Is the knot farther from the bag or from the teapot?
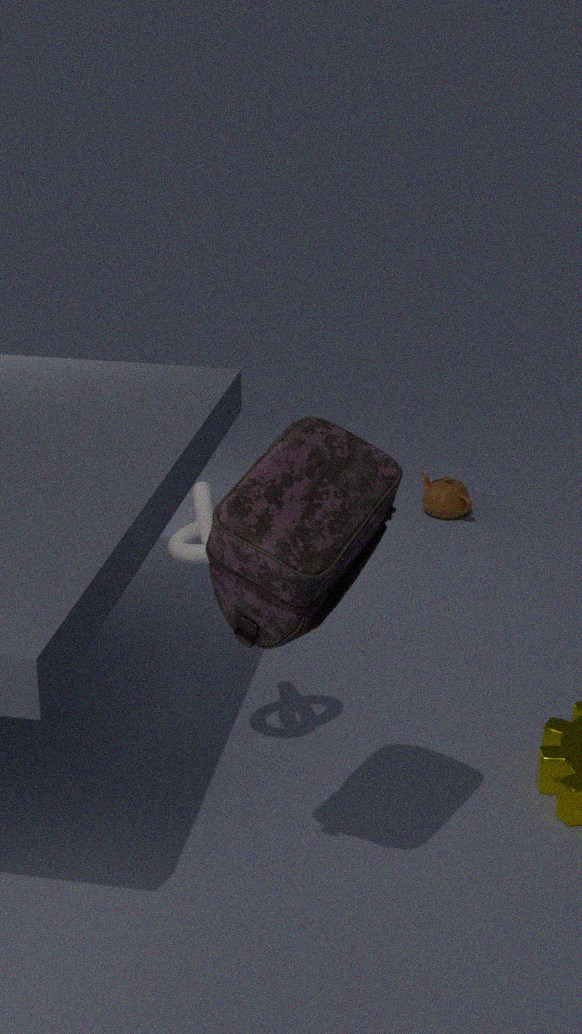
the teapot
